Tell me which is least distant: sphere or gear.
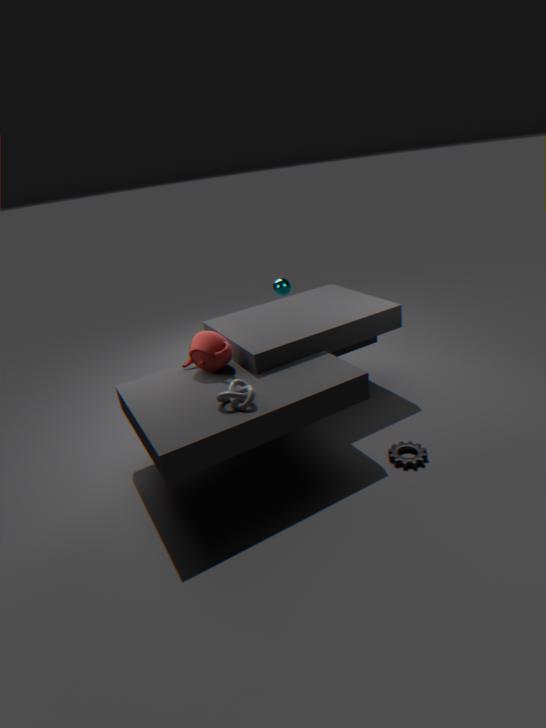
gear
